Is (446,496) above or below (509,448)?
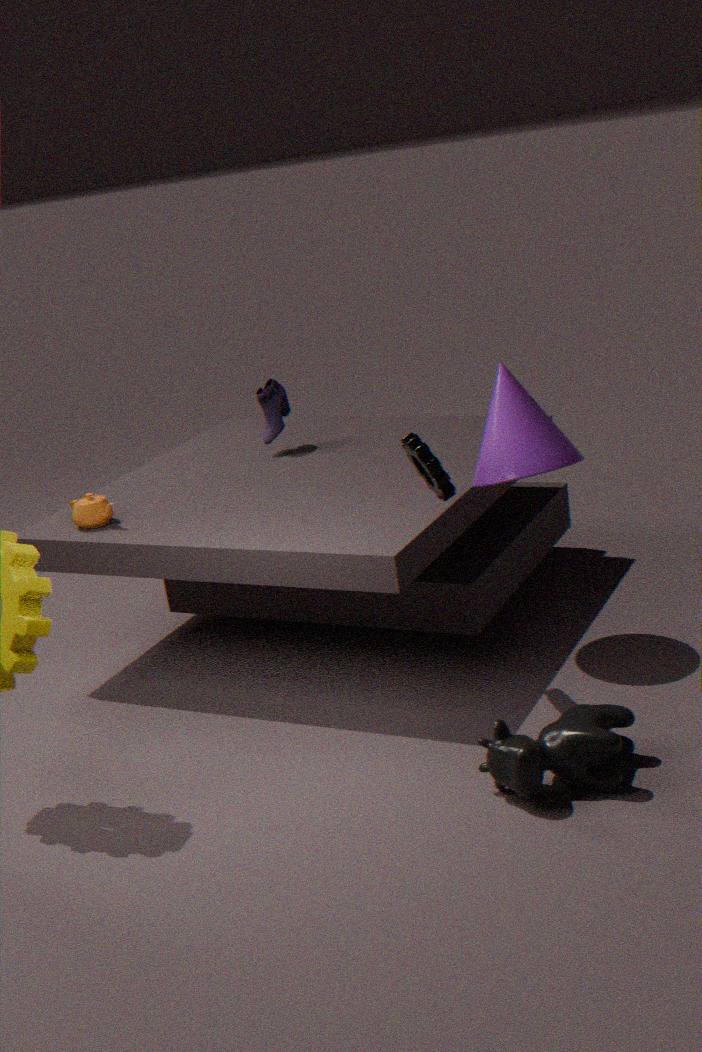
above
